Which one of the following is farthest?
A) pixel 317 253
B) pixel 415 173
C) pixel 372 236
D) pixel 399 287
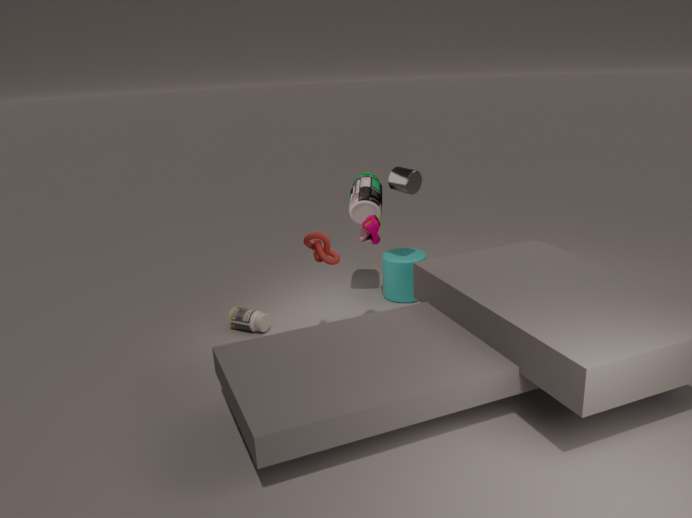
pixel 399 287
